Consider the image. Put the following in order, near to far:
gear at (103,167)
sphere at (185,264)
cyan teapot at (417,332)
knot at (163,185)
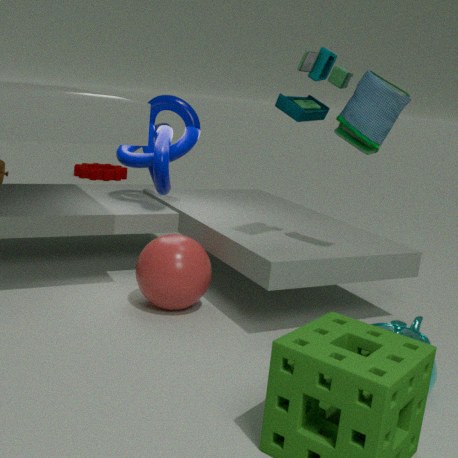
cyan teapot at (417,332), sphere at (185,264), knot at (163,185), gear at (103,167)
